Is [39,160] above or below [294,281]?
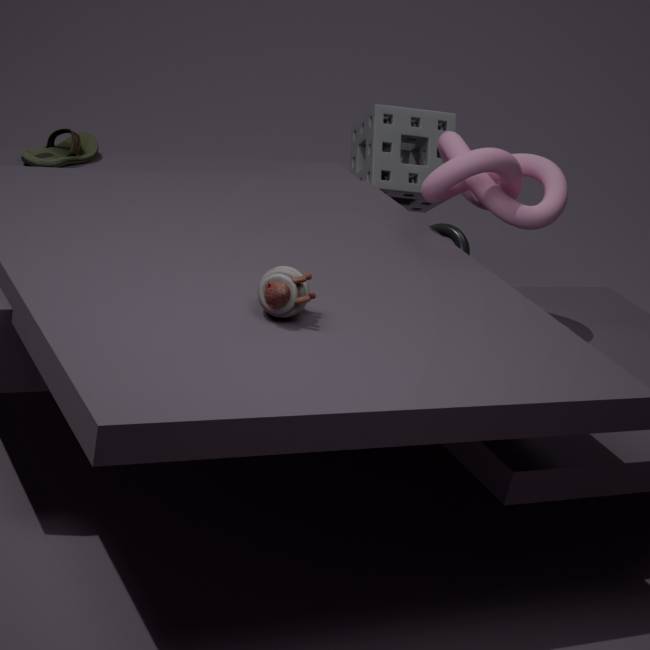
below
